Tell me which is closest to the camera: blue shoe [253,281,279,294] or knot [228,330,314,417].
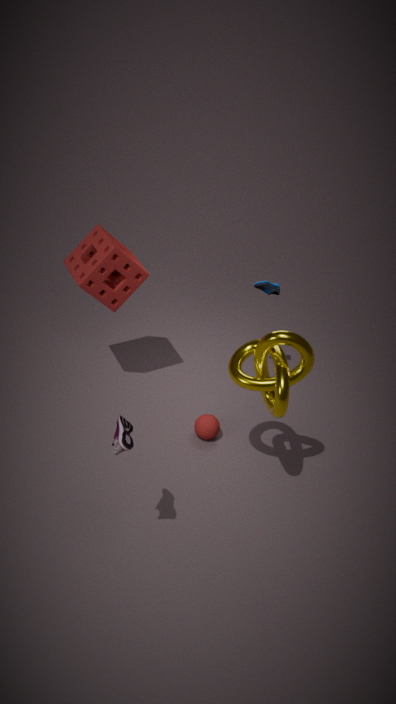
knot [228,330,314,417]
